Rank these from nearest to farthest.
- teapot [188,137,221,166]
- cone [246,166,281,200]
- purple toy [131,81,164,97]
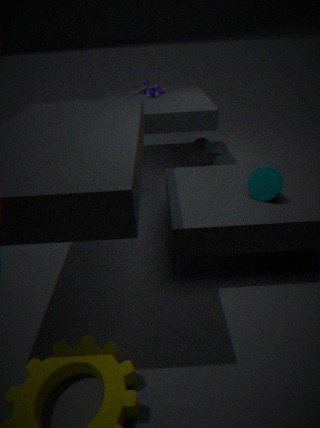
cone [246,166,281,200], teapot [188,137,221,166], purple toy [131,81,164,97]
